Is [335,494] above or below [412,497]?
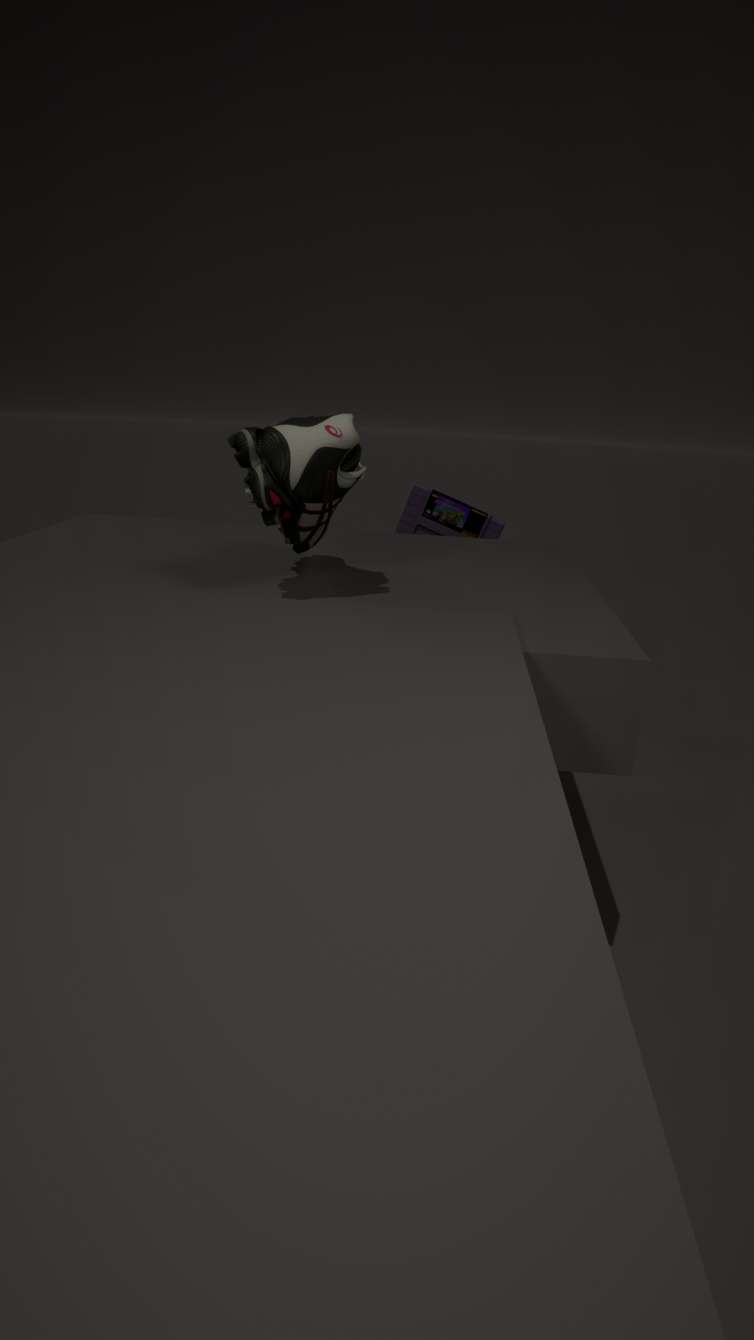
above
